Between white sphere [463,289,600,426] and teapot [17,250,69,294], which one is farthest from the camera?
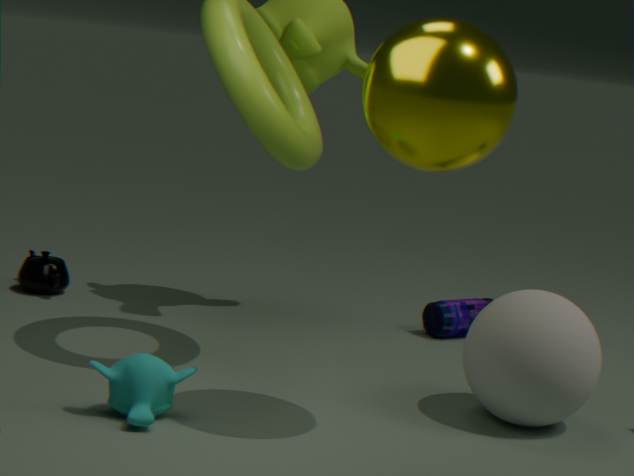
teapot [17,250,69,294]
